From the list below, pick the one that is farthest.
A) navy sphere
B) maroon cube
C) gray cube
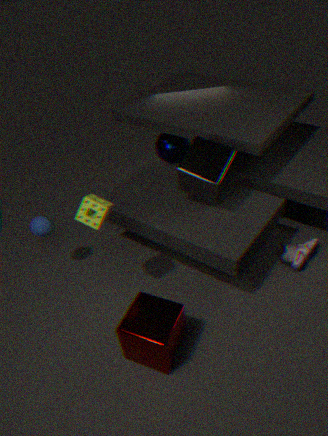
A. navy sphere
